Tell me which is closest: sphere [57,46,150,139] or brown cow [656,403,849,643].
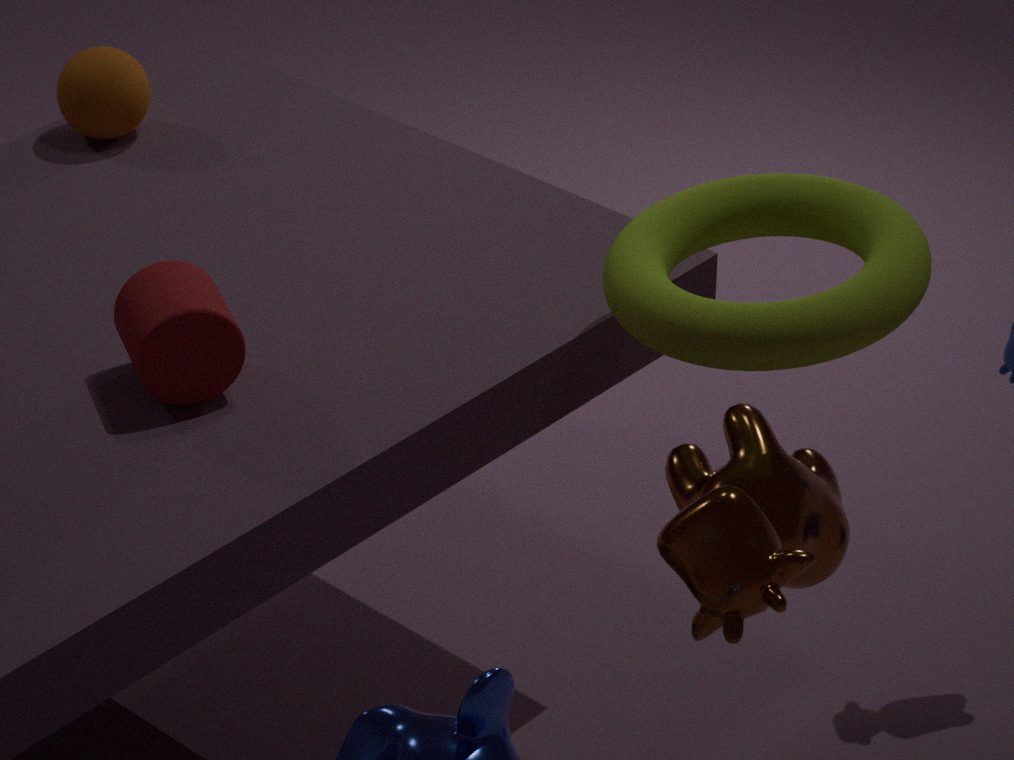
brown cow [656,403,849,643]
